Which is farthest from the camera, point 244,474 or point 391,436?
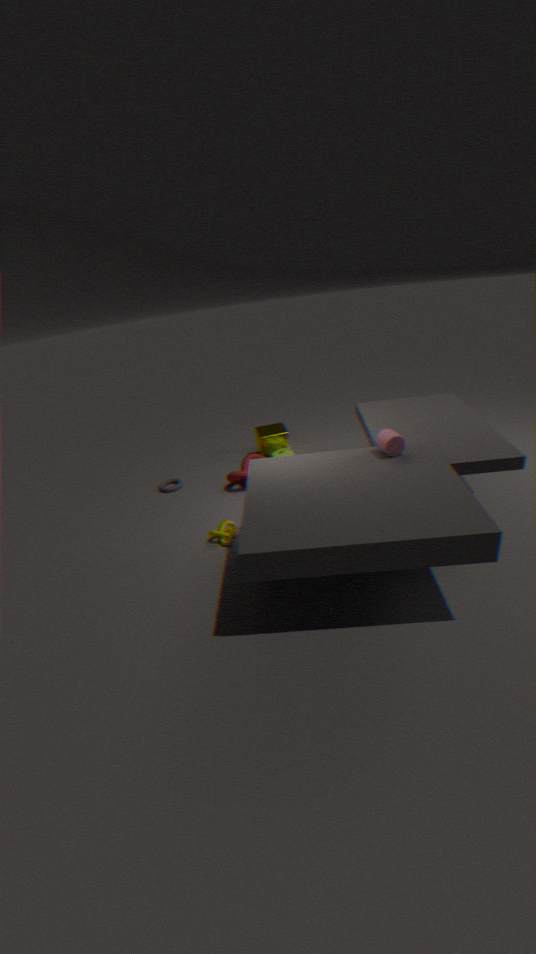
point 244,474
